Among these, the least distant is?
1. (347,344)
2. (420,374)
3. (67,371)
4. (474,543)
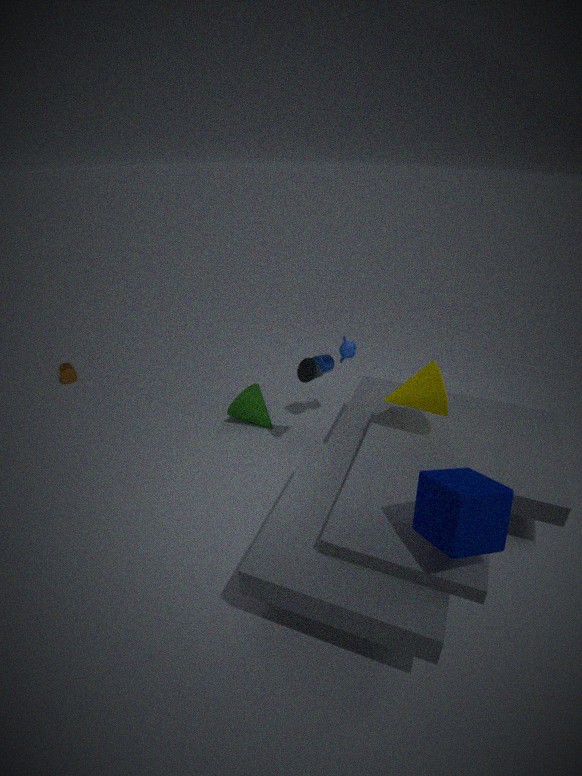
(474,543)
